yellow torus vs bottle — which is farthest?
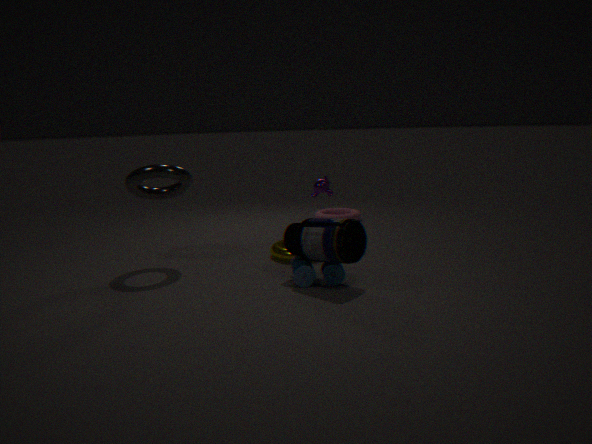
yellow torus
